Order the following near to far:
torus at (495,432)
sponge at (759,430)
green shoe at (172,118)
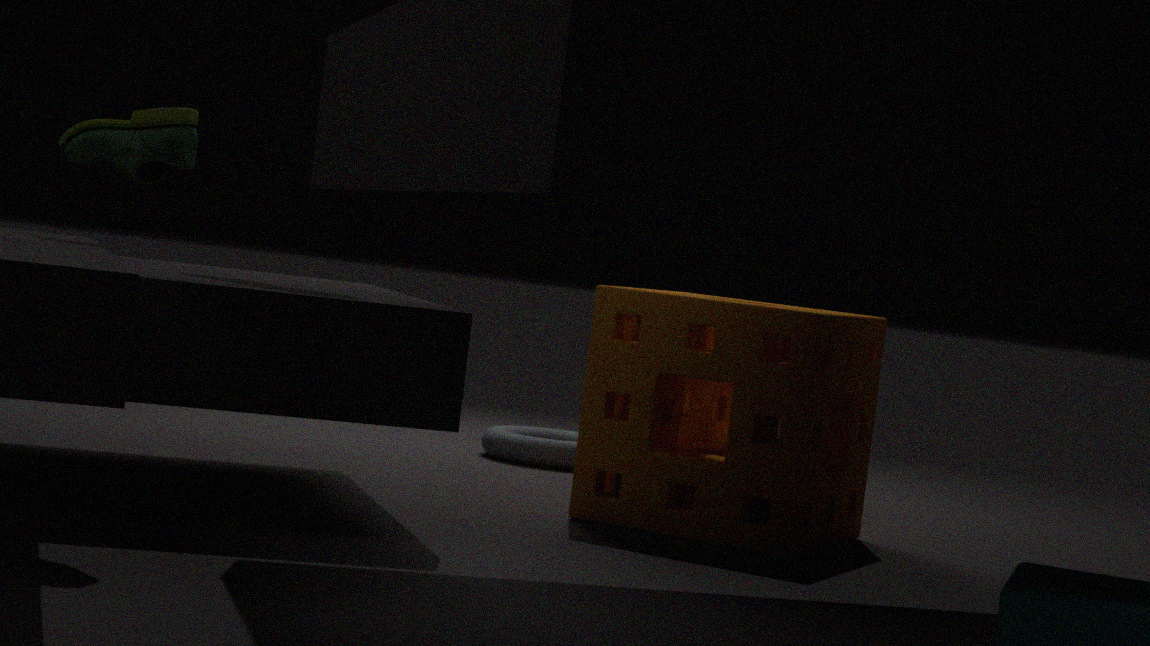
green shoe at (172,118), sponge at (759,430), torus at (495,432)
